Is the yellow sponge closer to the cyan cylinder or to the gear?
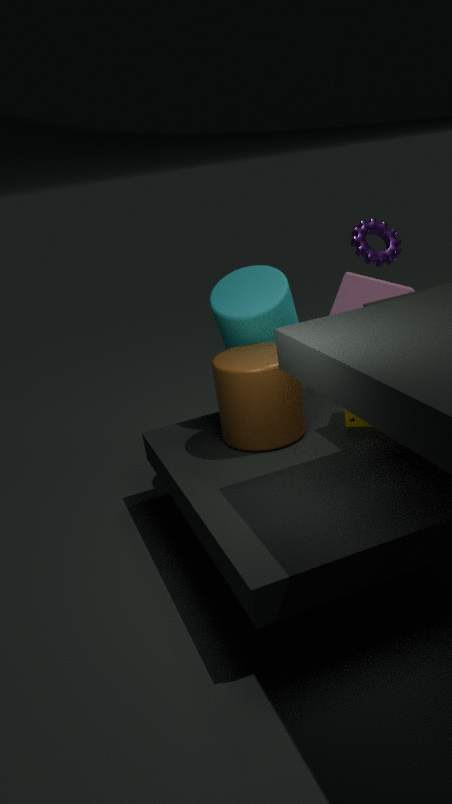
the cyan cylinder
